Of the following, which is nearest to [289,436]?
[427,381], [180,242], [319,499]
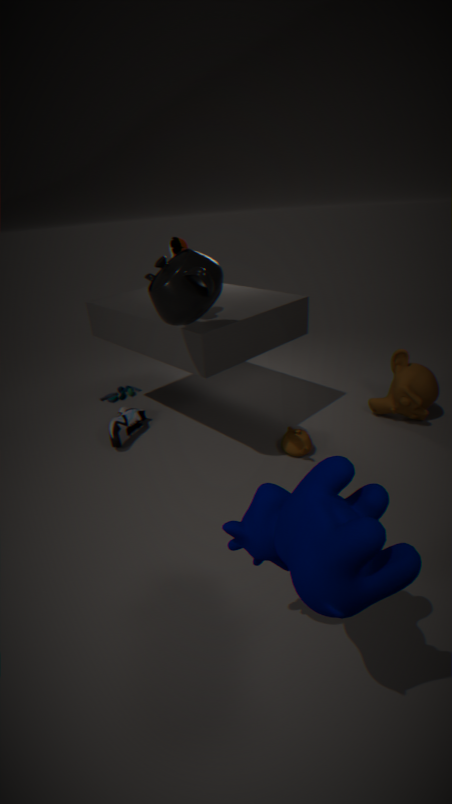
[427,381]
